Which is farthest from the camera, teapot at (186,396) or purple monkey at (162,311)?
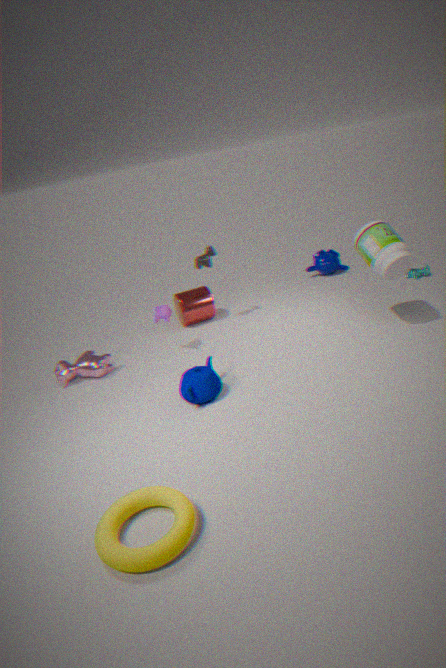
purple monkey at (162,311)
